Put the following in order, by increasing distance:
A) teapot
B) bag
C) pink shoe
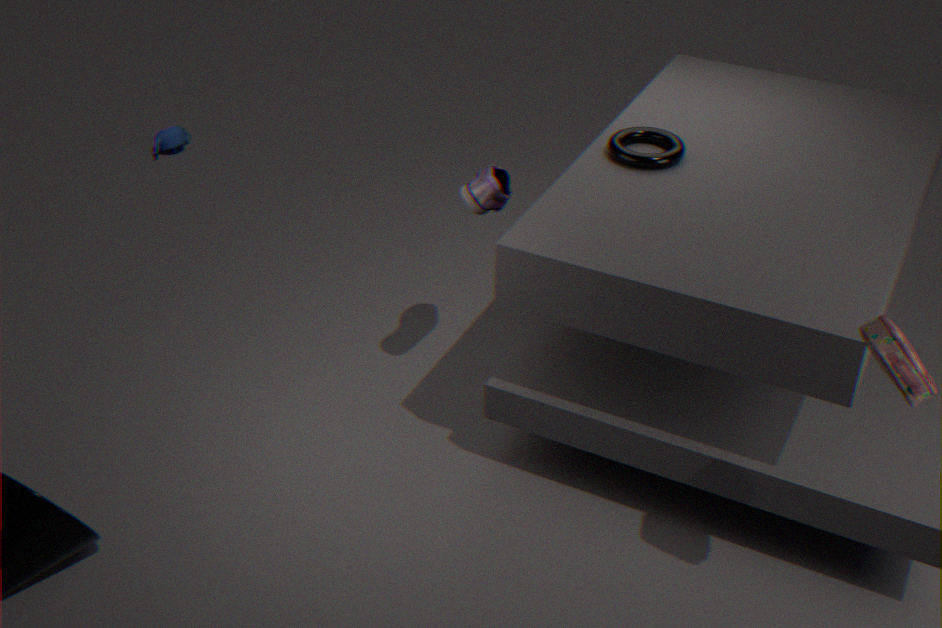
1. bag
2. pink shoe
3. teapot
